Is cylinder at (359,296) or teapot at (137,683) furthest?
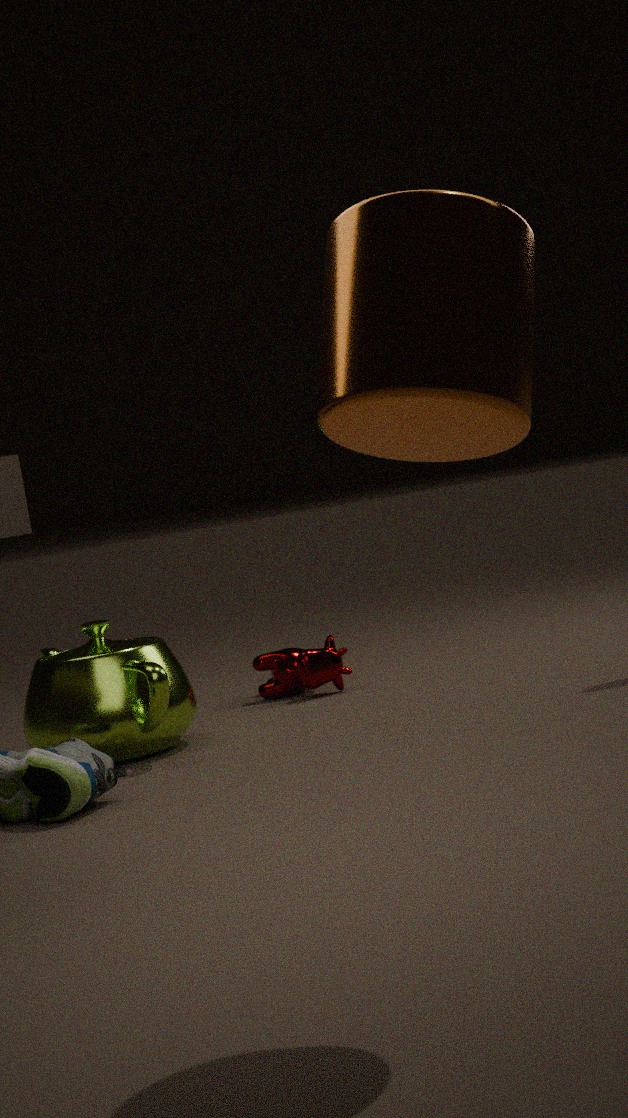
teapot at (137,683)
